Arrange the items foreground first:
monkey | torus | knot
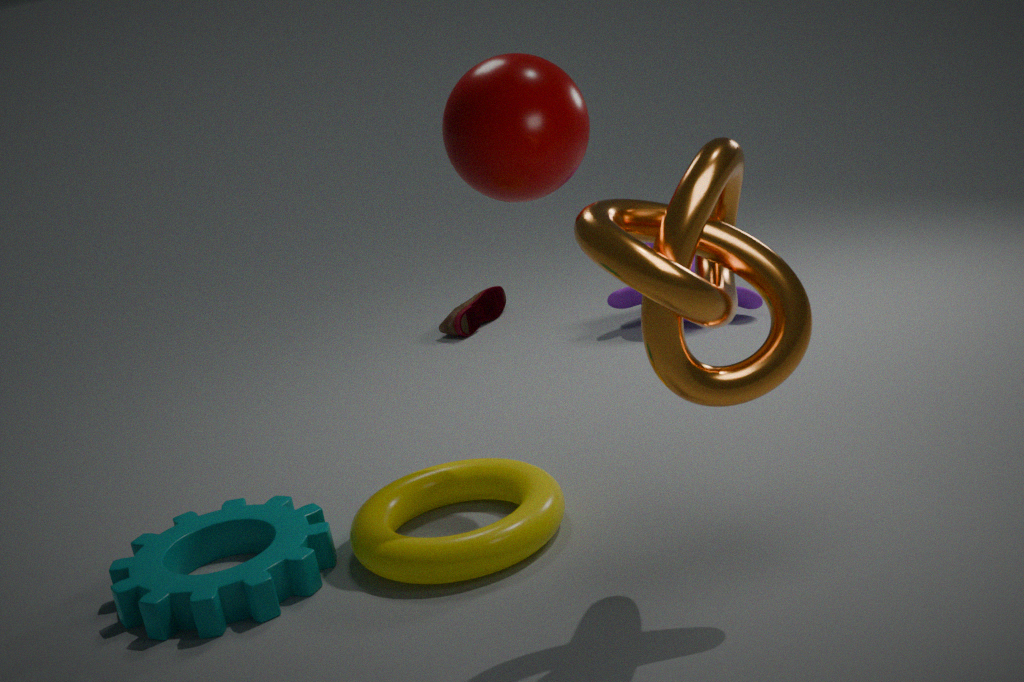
1. knot
2. torus
3. monkey
